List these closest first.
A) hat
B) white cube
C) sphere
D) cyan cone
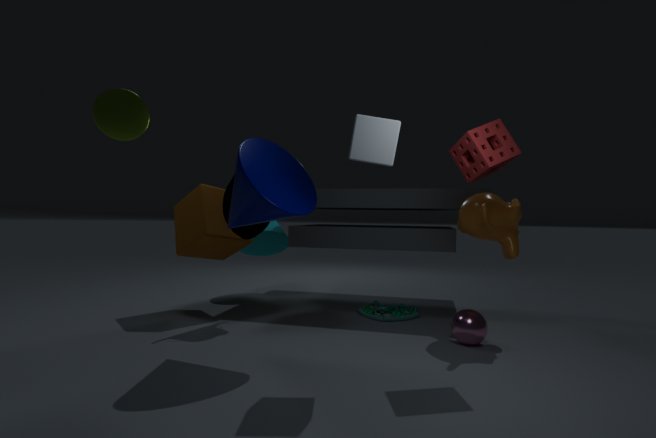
1. white cube
2. sphere
3. hat
4. cyan cone
